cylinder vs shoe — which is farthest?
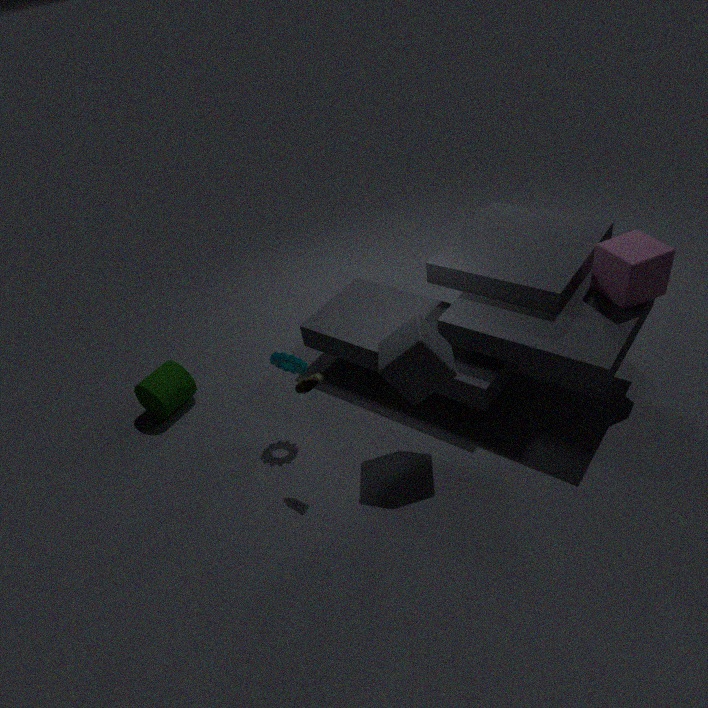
cylinder
